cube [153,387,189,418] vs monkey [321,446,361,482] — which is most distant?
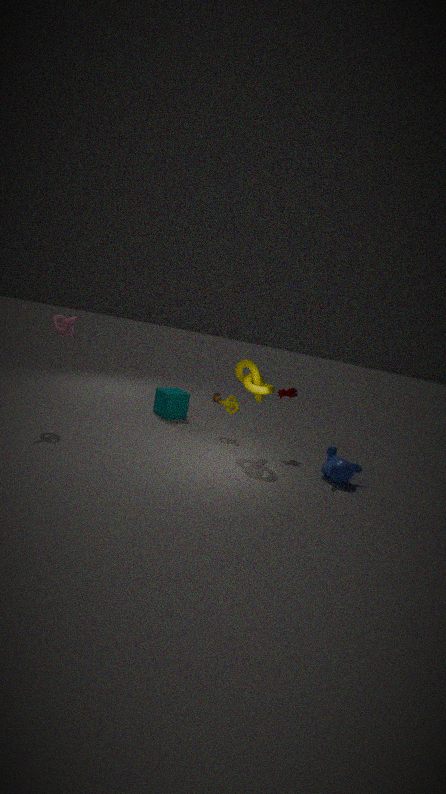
cube [153,387,189,418]
